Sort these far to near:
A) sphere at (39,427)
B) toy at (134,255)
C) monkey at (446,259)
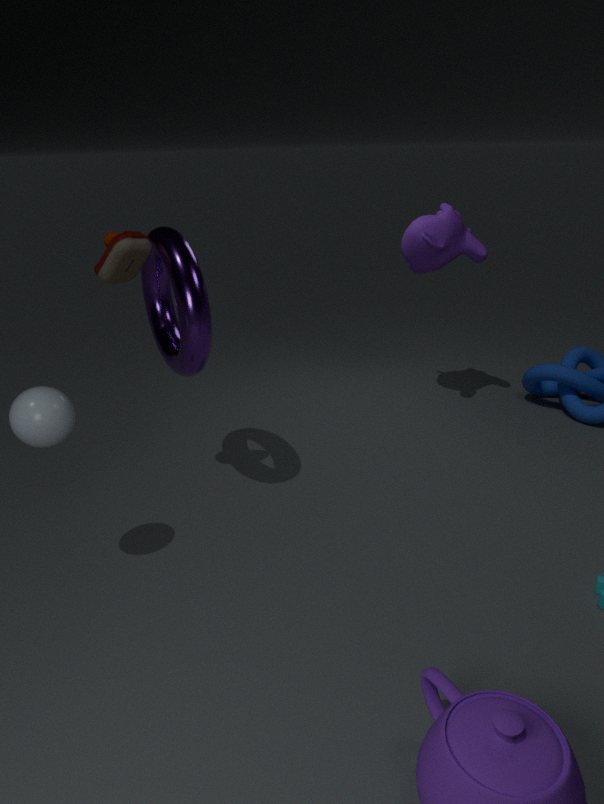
monkey at (446,259) < toy at (134,255) < sphere at (39,427)
